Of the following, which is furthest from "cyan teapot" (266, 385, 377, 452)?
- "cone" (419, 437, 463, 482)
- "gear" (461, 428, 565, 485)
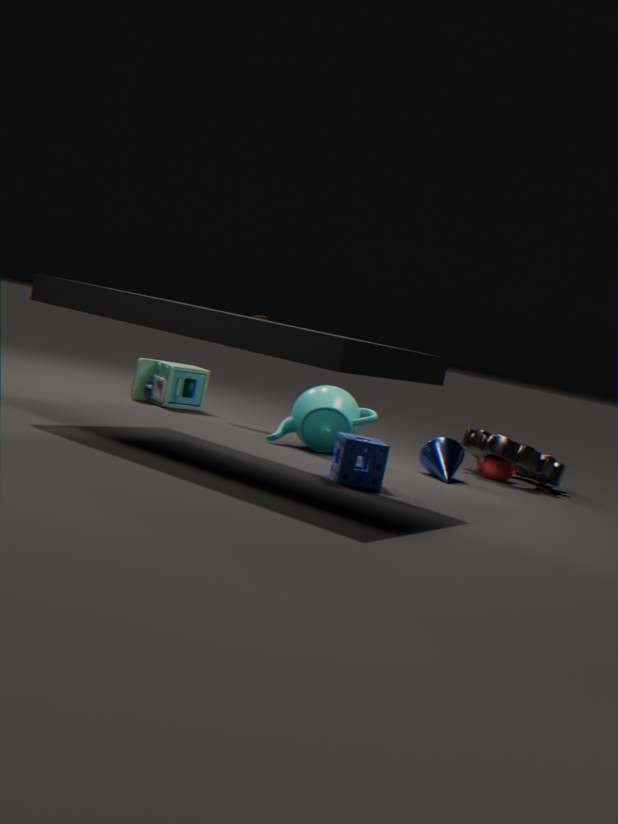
"gear" (461, 428, 565, 485)
